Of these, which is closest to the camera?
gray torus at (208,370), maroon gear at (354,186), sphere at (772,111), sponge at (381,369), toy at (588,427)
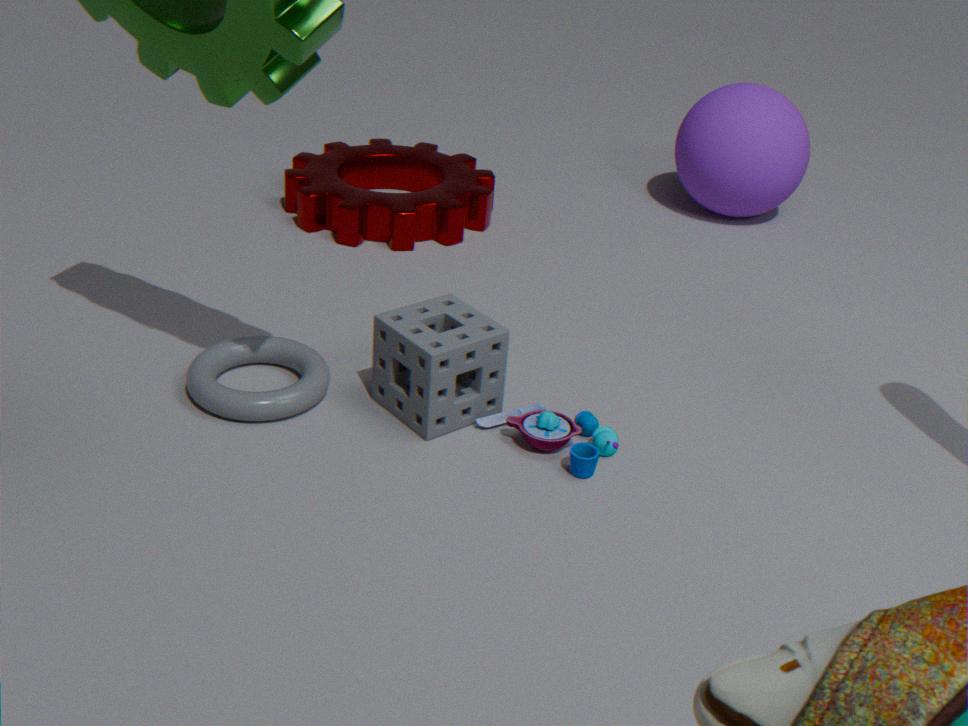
toy at (588,427)
